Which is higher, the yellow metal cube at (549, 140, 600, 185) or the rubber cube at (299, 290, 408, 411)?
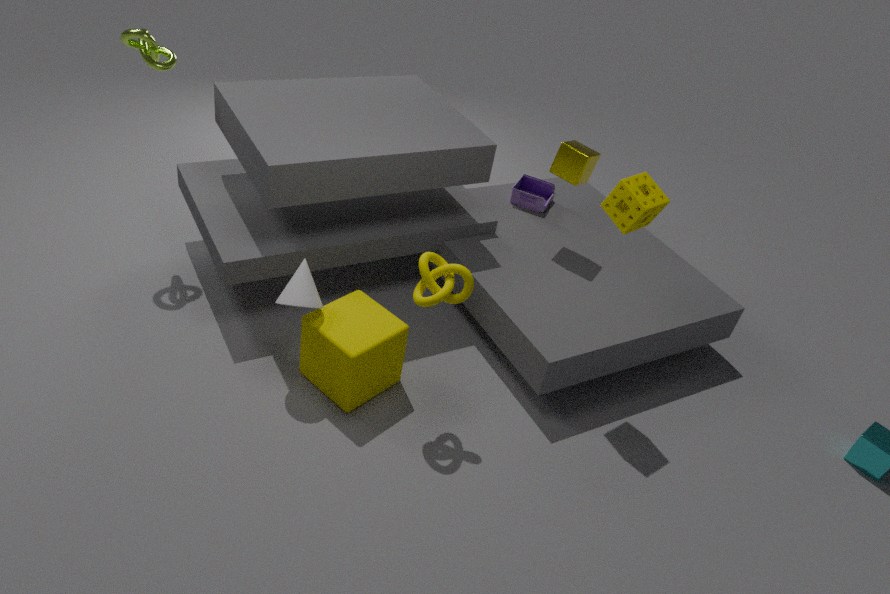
the yellow metal cube at (549, 140, 600, 185)
